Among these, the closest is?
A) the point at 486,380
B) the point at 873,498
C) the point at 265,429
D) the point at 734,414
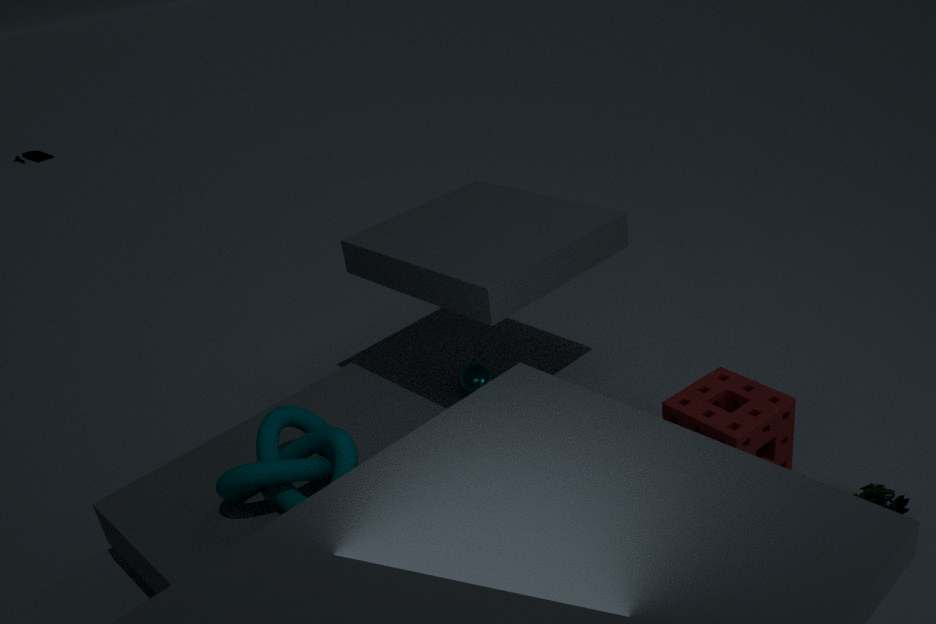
the point at 873,498
